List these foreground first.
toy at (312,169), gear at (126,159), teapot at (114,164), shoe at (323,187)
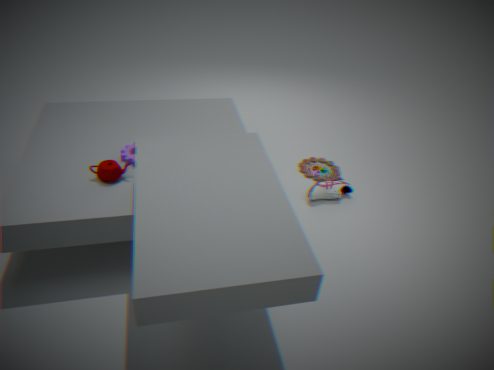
teapot at (114,164), gear at (126,159), shoe at (323,187), toy at (312,169)
